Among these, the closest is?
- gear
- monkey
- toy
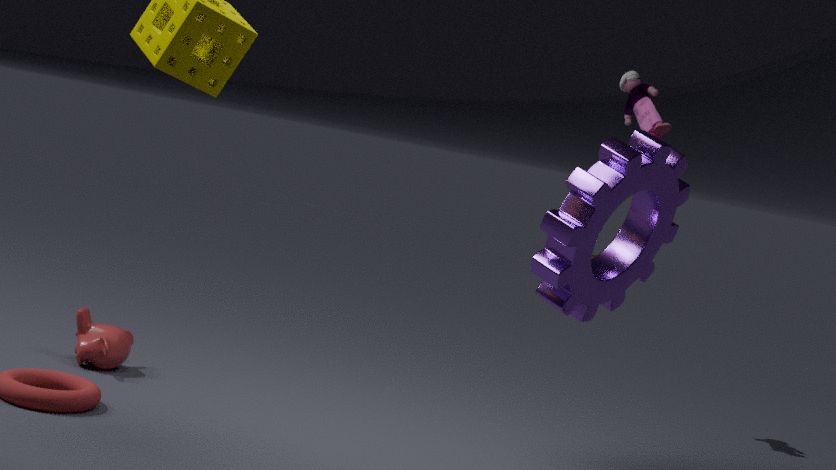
gear
